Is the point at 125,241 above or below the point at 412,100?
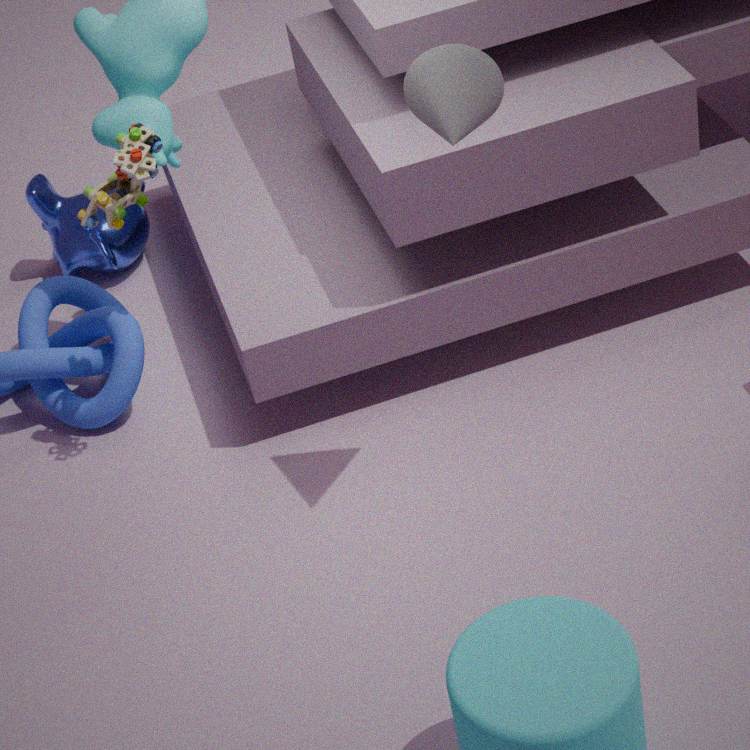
below
